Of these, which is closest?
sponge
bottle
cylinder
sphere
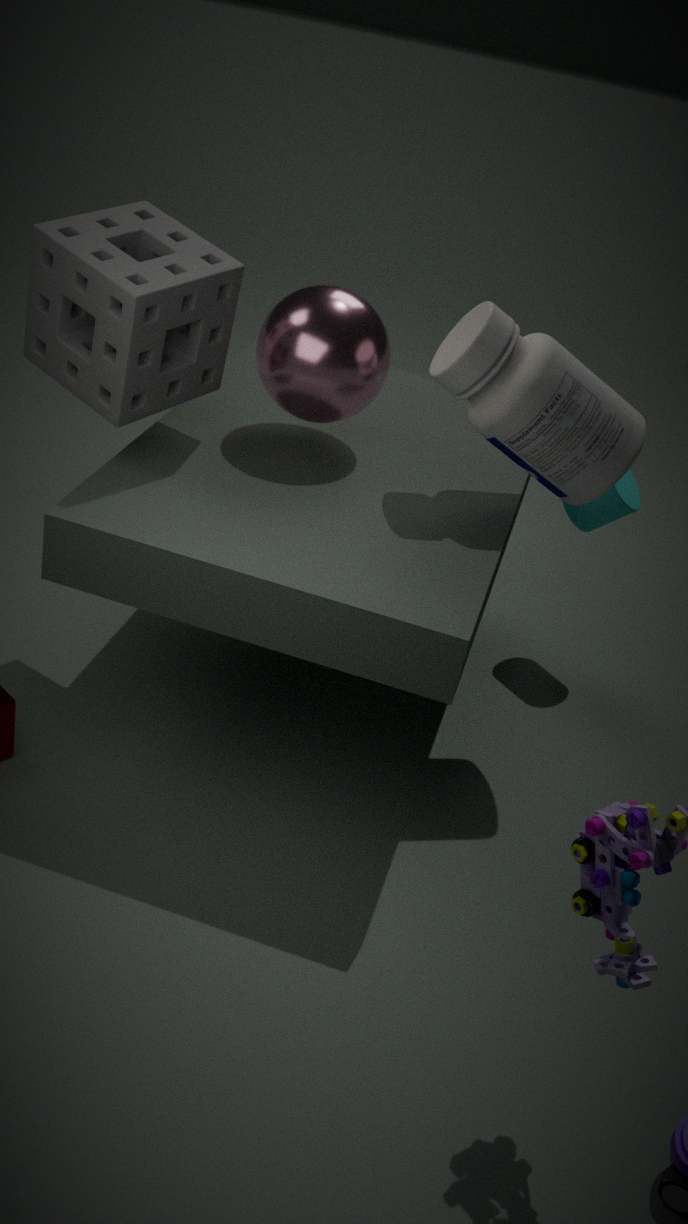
sponge
